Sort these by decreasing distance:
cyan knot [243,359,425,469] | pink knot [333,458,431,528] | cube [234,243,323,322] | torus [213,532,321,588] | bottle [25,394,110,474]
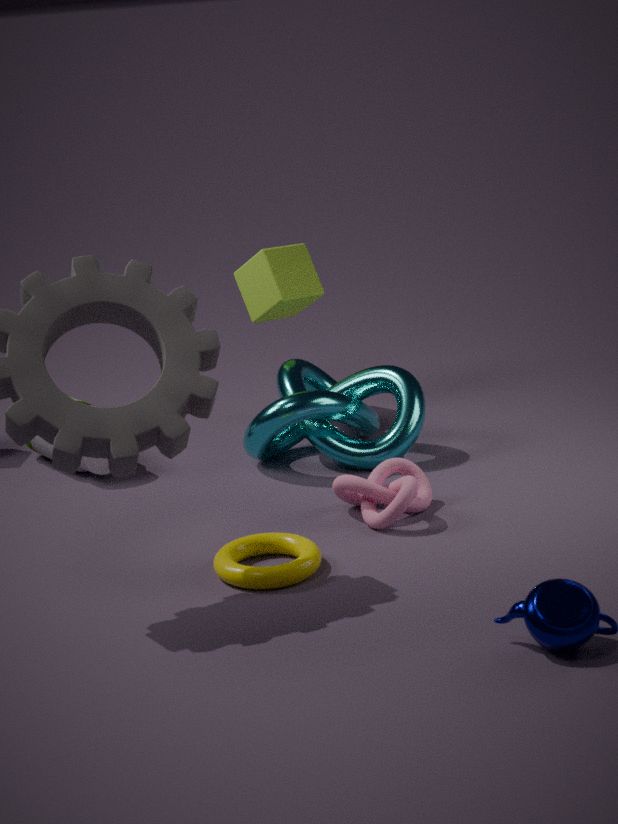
1. cube [234,243,323,322]
2. bottle [25,394,110,474]
3. cyan knot [243,359,425,469]
4. pink knot [333,458,431,528]
5. torus [213,532,321,588]
